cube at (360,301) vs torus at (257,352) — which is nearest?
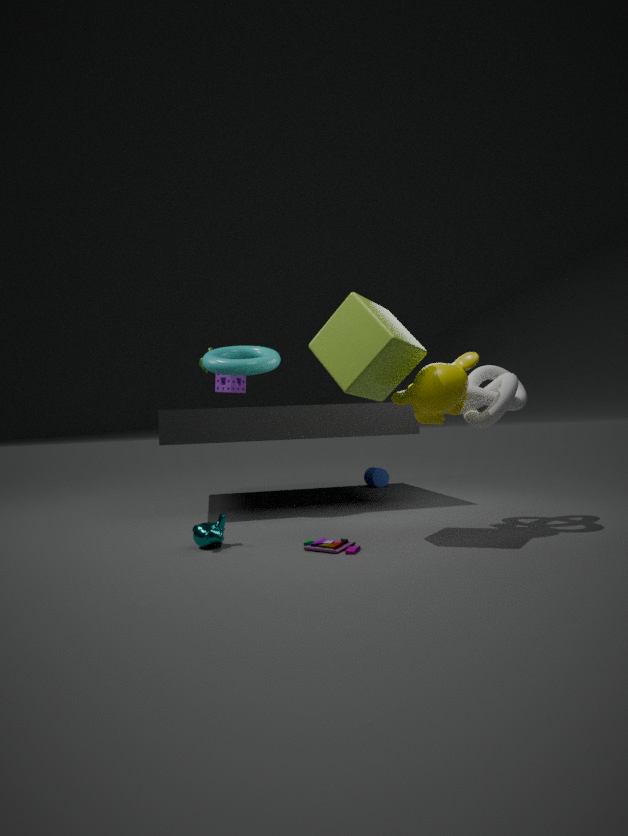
cube at (360,301)
